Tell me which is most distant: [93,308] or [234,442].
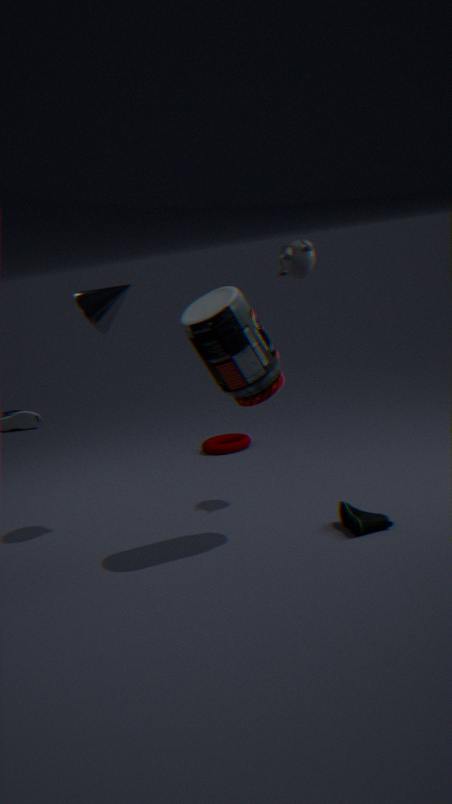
[234,442]
